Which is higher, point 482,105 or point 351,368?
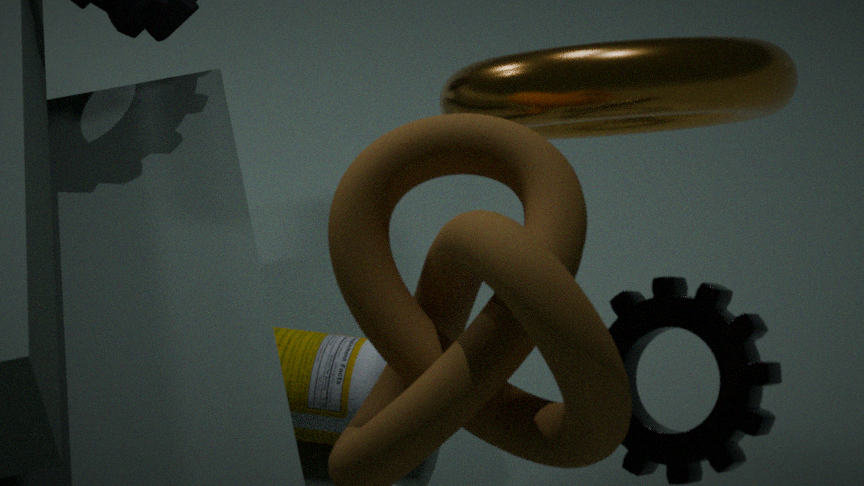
point 482,105
